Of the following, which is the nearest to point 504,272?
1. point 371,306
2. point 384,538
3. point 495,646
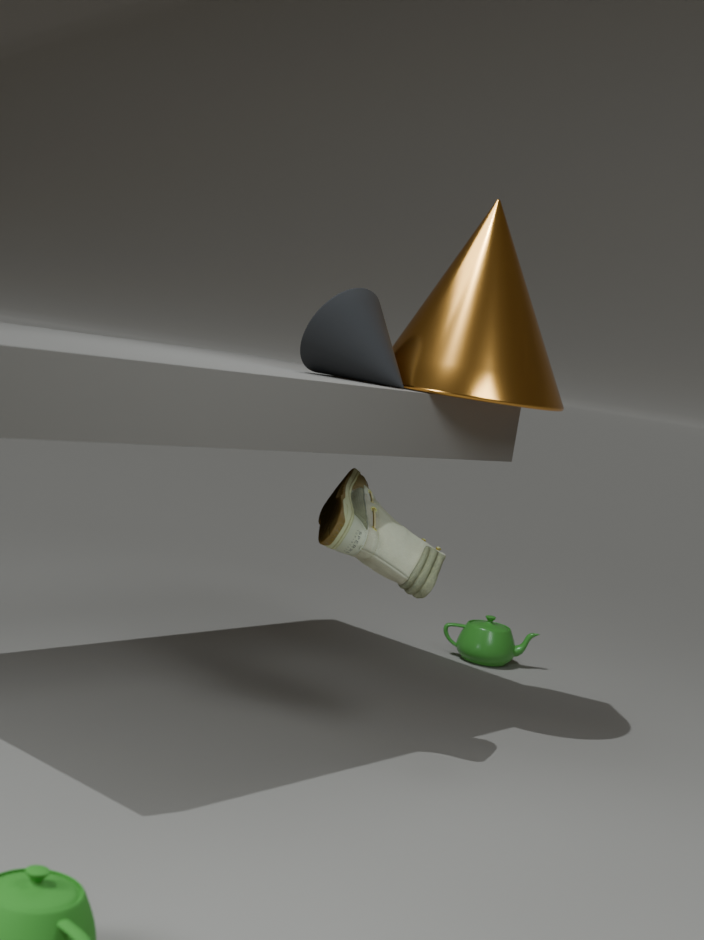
point 371,306
